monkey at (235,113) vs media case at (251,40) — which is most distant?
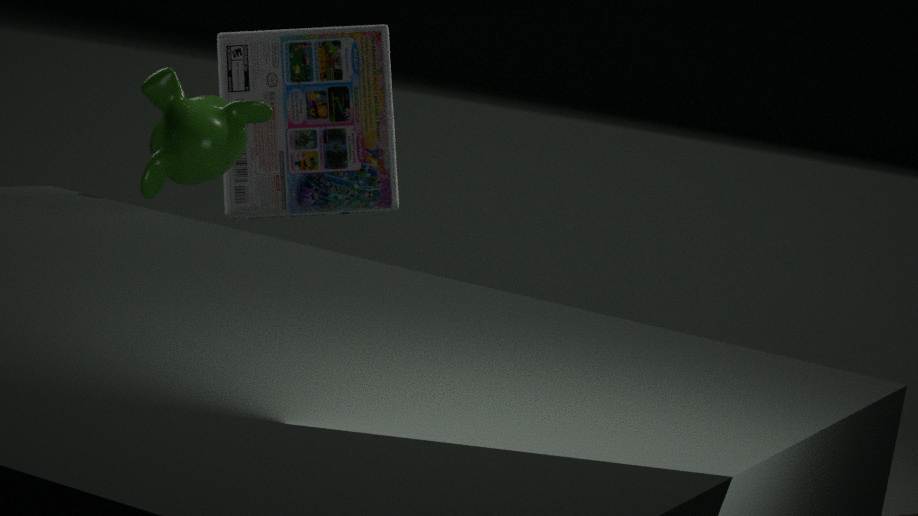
media case at (251,40)
